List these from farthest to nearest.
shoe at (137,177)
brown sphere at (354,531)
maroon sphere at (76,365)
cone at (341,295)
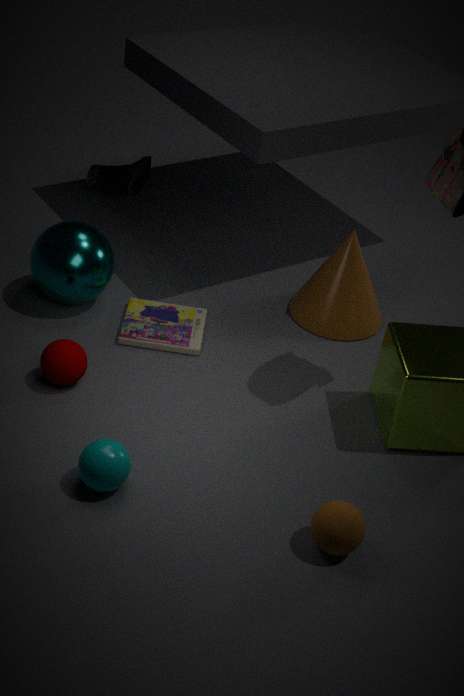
shoe at (137,177) < cone at (341,295) < maroon sphere at (76,365) < brown sphere at (354,531)
